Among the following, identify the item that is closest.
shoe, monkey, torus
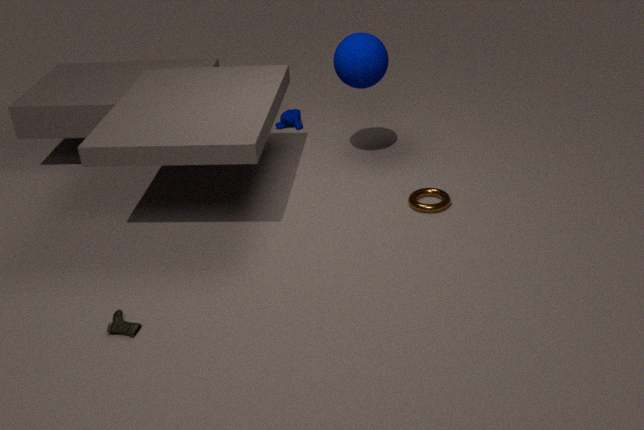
shoe
